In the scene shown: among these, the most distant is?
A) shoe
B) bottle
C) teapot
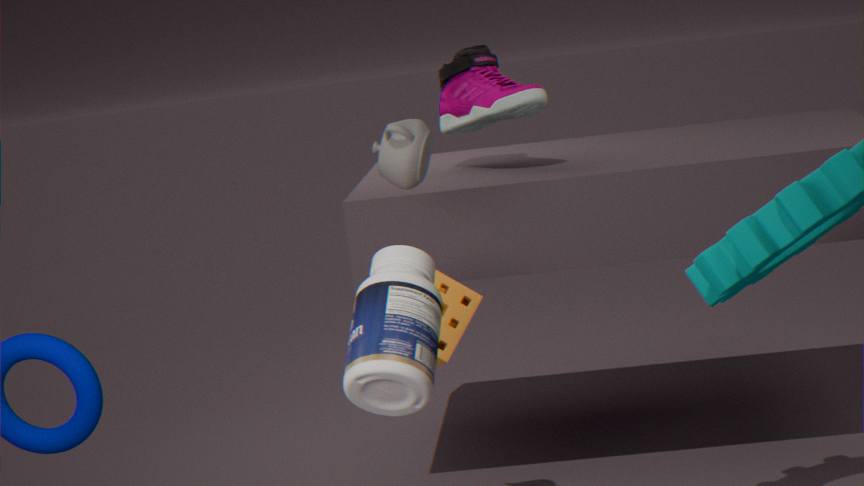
shoe
